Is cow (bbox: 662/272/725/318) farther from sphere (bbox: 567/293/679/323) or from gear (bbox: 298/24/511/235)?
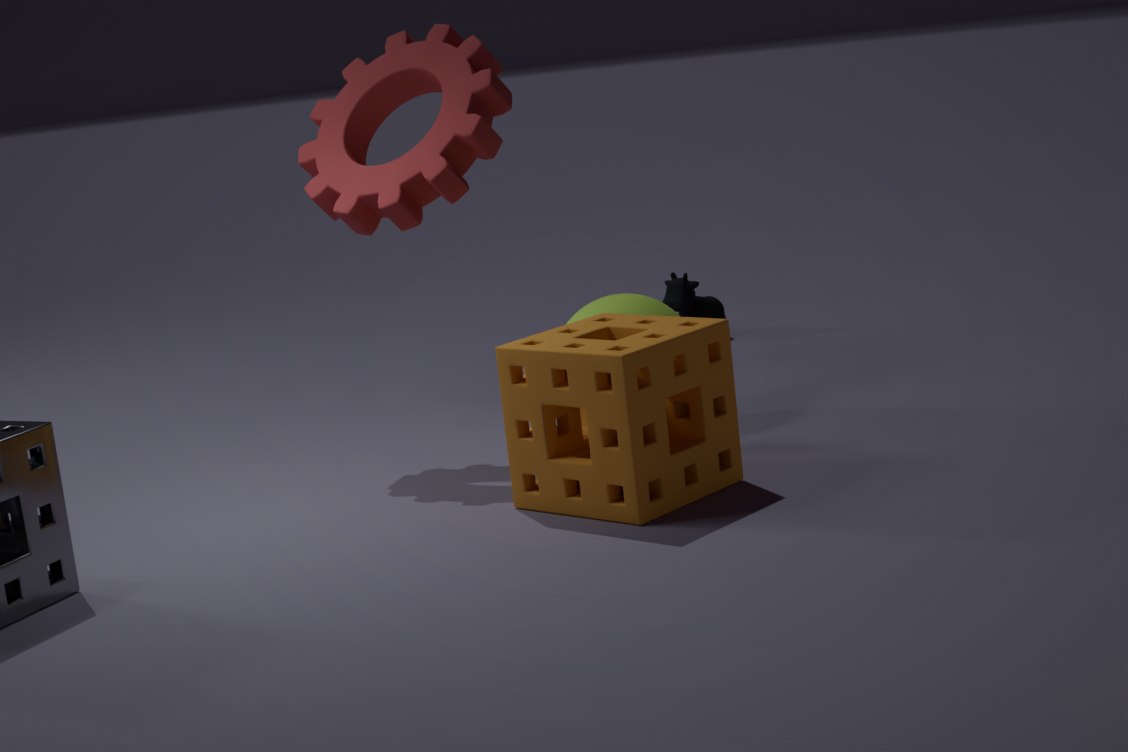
gear (bbox: 298/24/511/235)
